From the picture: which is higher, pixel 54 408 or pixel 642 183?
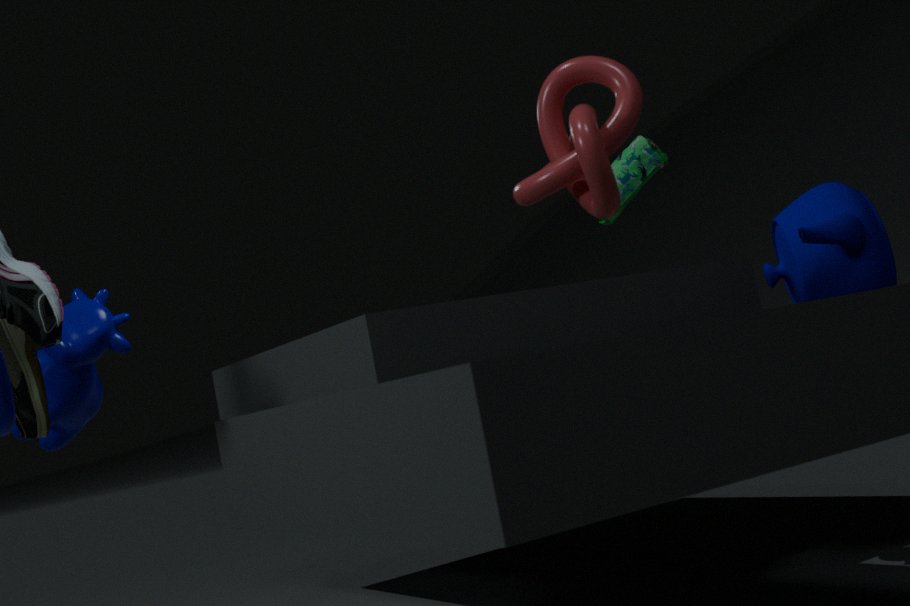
A: pixel 642 183
